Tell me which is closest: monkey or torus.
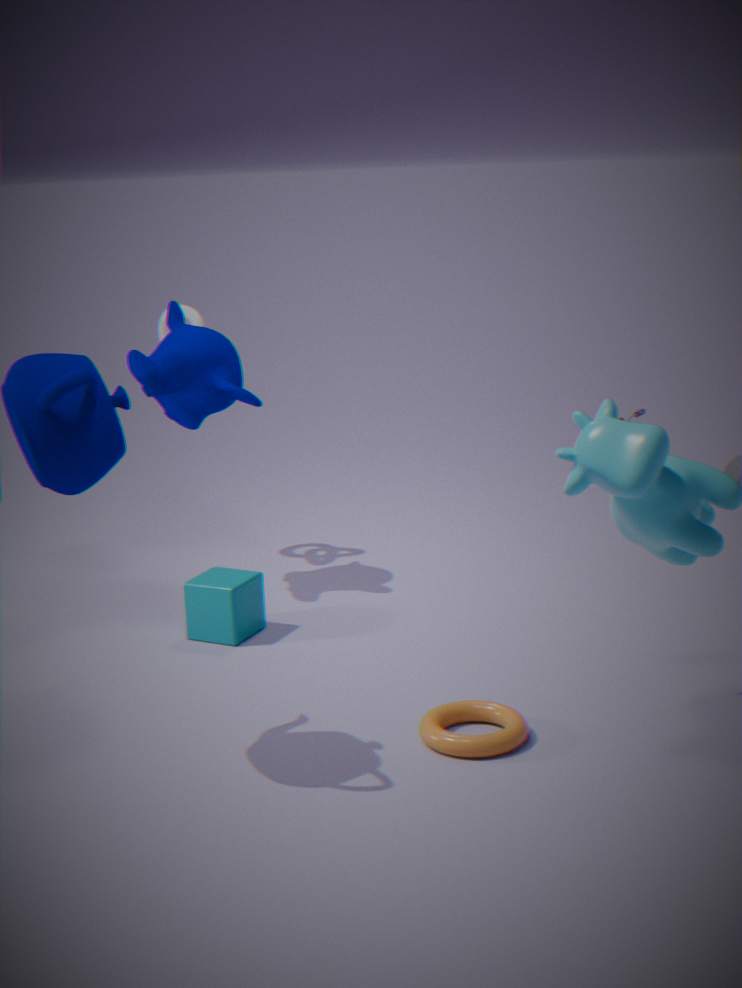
torus
